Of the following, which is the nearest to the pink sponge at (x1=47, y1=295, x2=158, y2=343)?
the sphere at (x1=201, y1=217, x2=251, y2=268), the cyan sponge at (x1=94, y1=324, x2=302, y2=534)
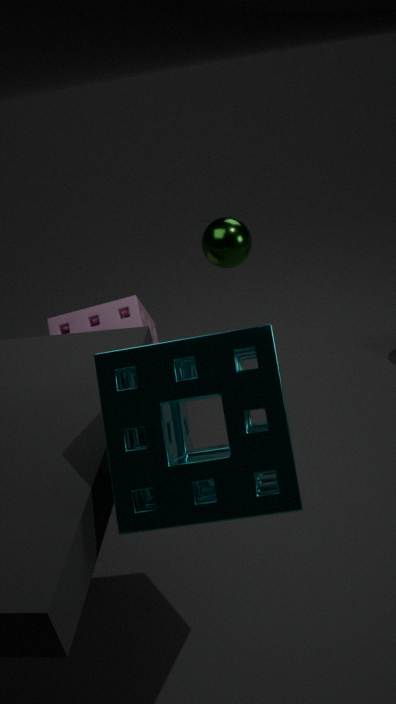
the sphere at (x1=201, y1=217, x2=251, y2=268)
